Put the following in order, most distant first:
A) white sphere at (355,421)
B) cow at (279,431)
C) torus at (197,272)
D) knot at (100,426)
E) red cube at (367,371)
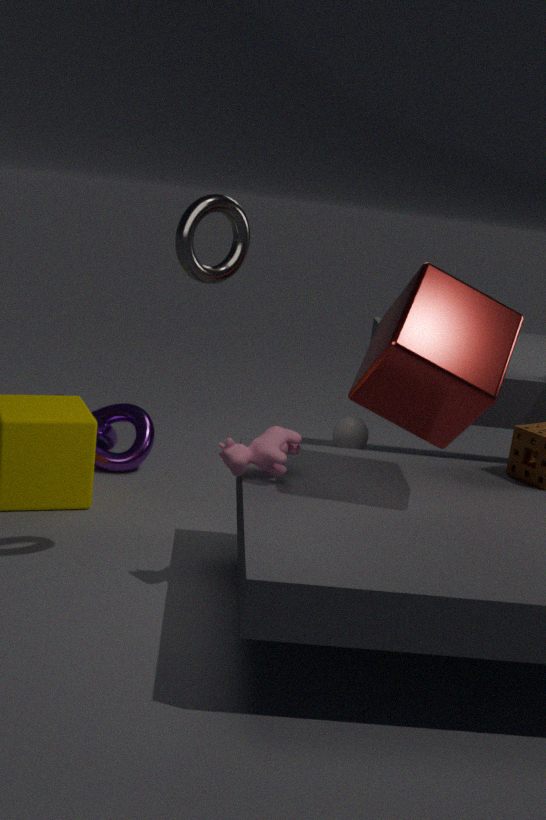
white sphere at (355,421) < knot at (100,426) < cow at (279,431) < red cube at (367,371) < torus at (197,272)
